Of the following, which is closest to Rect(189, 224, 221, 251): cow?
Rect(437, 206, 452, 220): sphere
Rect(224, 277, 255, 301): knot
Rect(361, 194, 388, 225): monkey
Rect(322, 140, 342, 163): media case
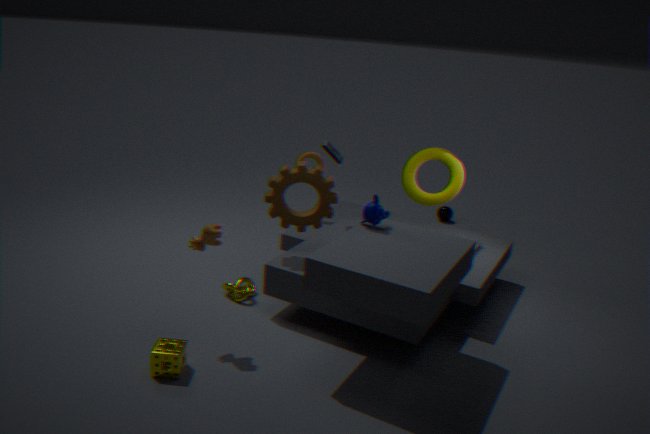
Rect(224, 277, 255, 301): knot
